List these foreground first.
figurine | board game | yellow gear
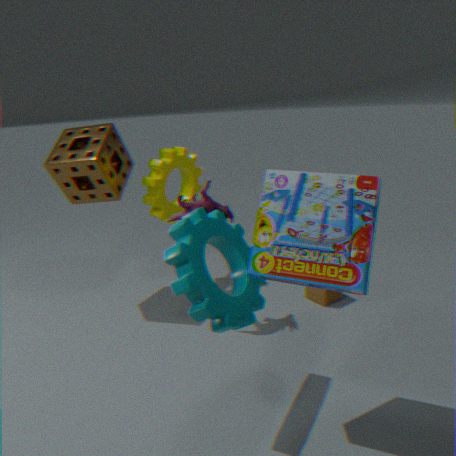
1. board game
2. figurine
3. yellow gear
